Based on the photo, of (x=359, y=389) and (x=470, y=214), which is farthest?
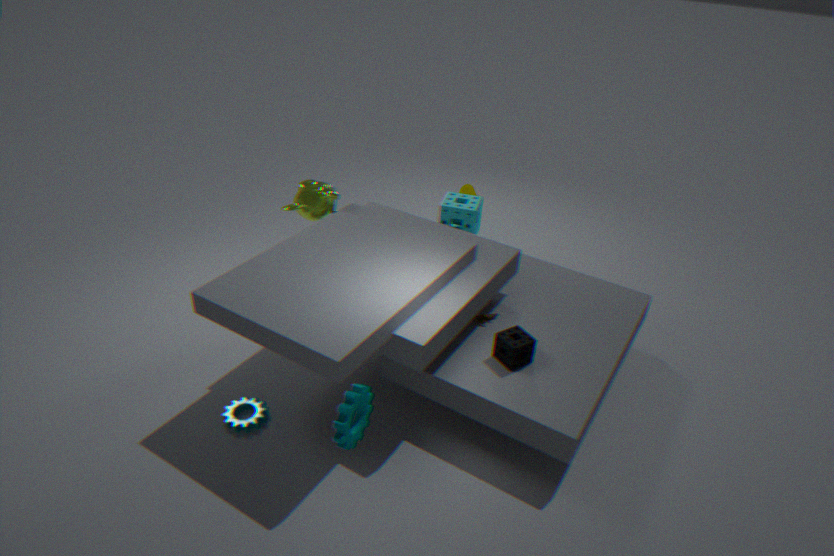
(x=470, y=214)
